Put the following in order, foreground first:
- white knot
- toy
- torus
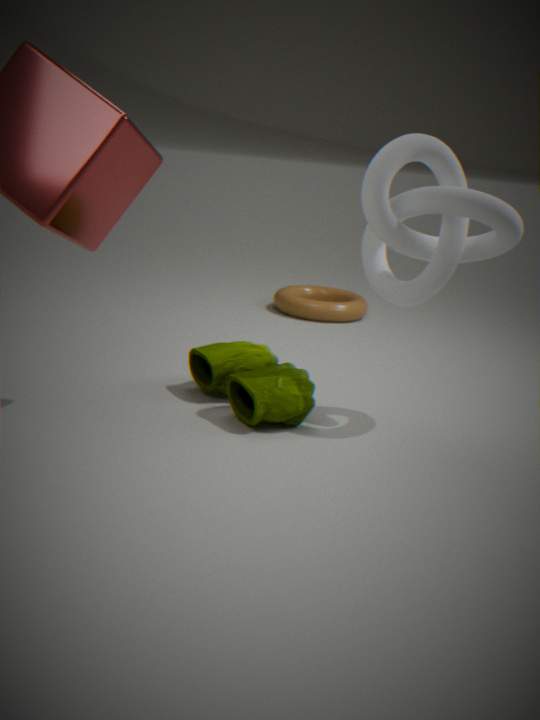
white knot < toy < torus
